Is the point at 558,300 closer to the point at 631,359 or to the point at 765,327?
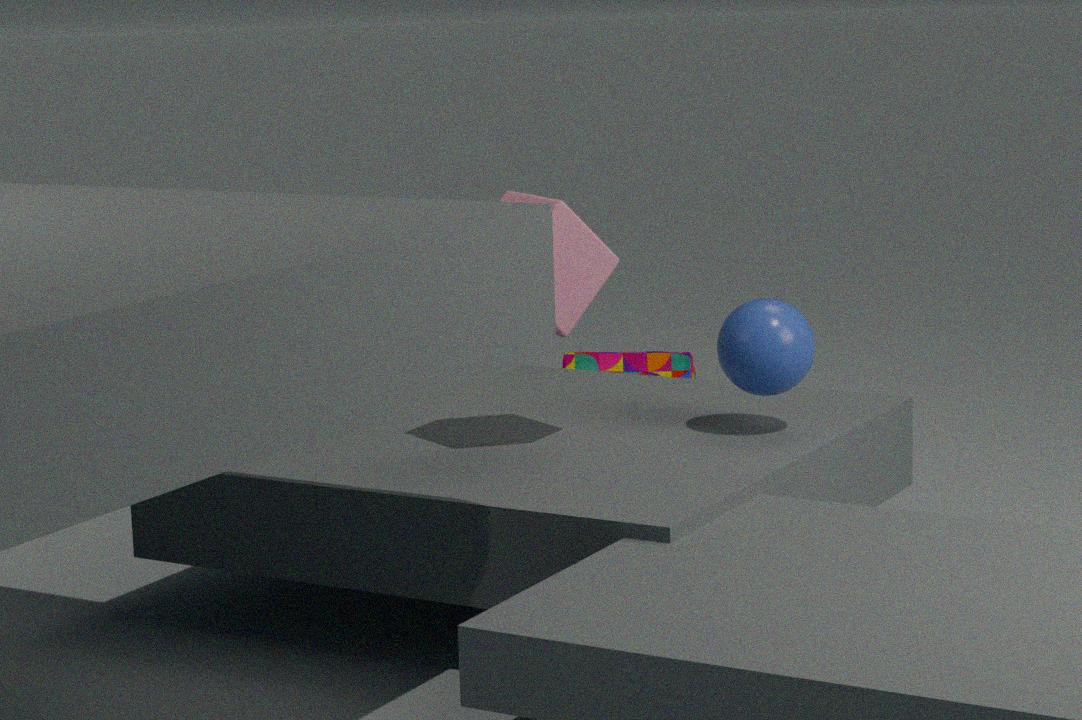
the point at 765,327
